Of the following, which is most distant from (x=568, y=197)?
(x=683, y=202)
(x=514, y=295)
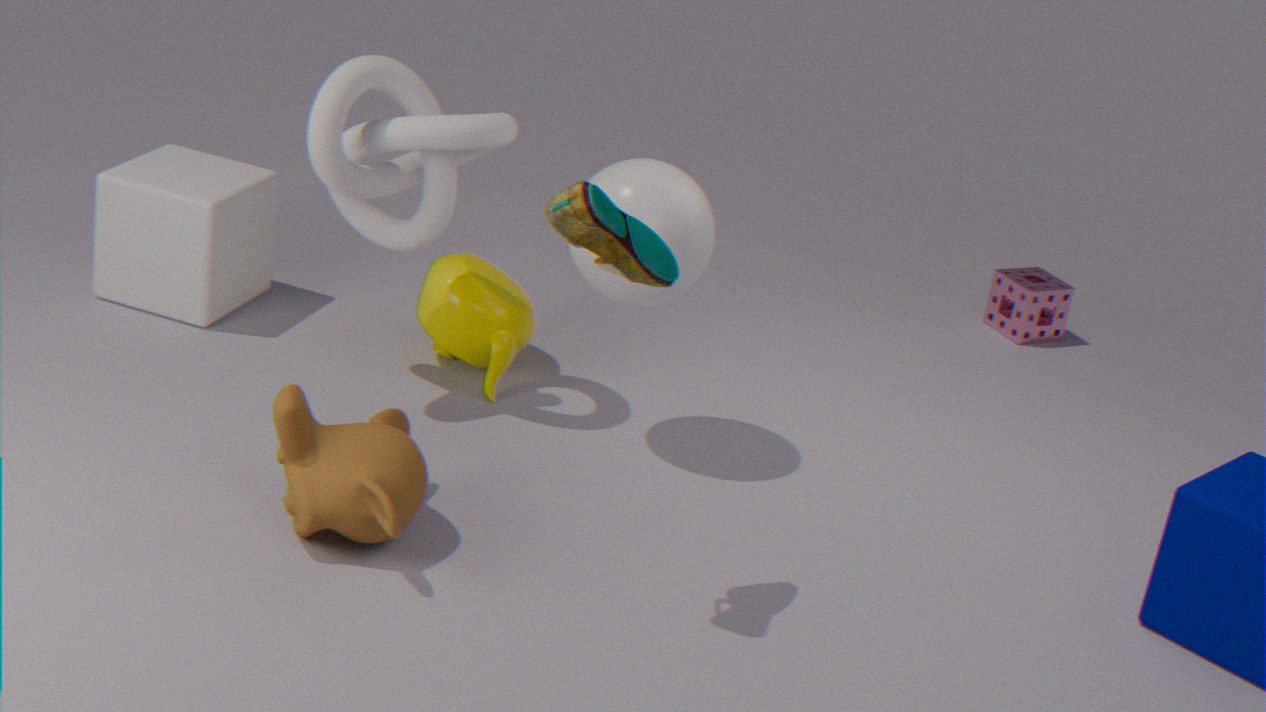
(x=514, y=295)
